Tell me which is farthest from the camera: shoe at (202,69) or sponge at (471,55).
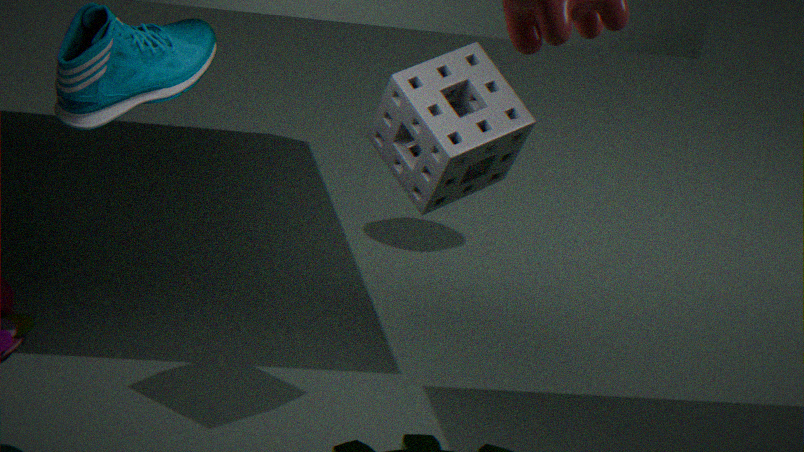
sponge at (471,55)
